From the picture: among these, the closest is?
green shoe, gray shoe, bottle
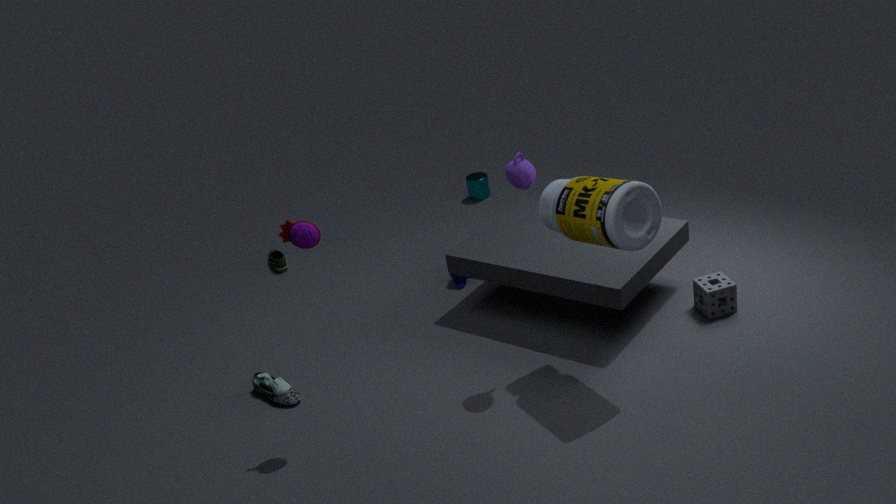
bottle
